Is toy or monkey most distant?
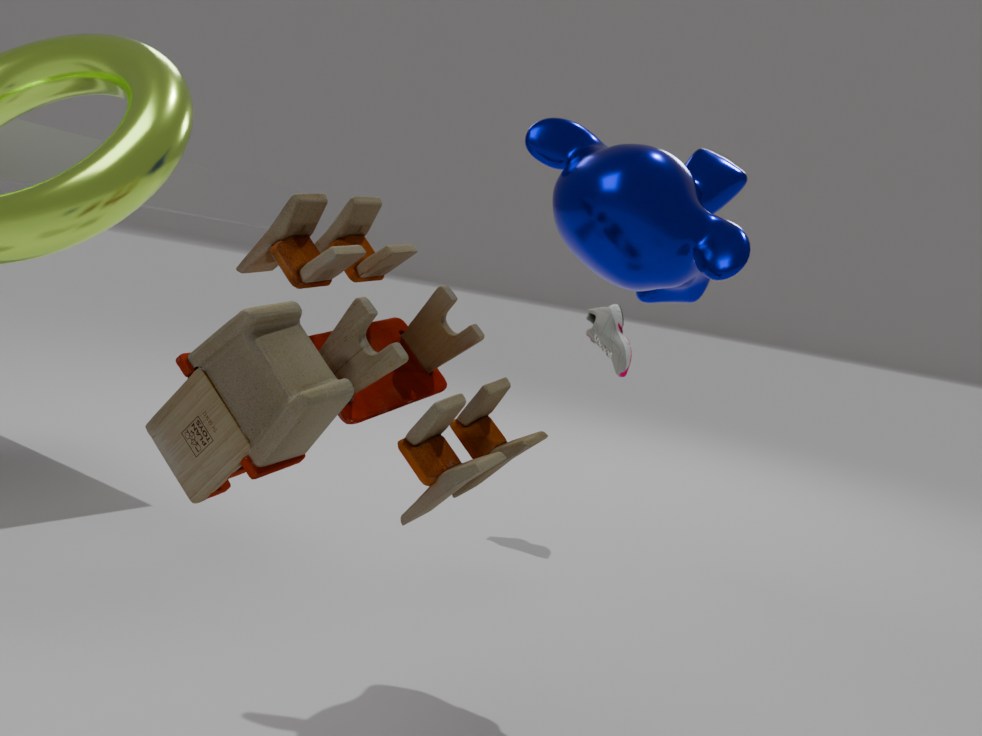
monkey
